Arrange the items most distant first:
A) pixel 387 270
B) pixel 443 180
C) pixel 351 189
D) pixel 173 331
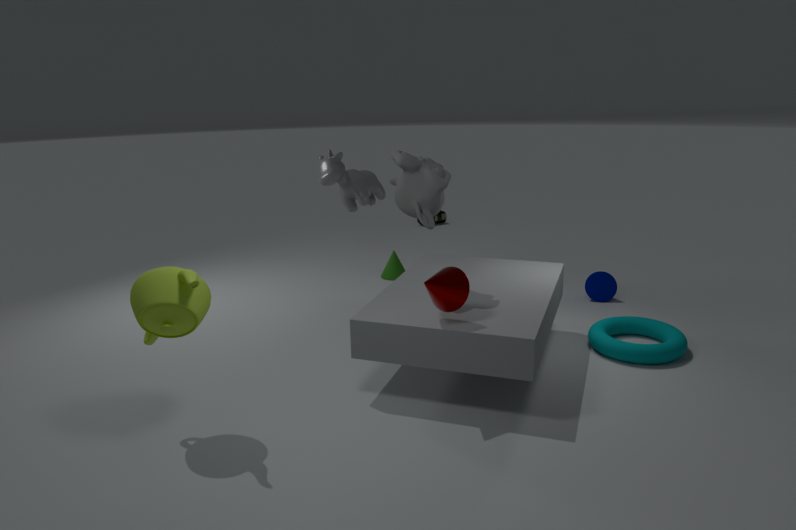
pixel 387 270 → pixel 351 189 → pixel 443 180 → pixel 173 331
